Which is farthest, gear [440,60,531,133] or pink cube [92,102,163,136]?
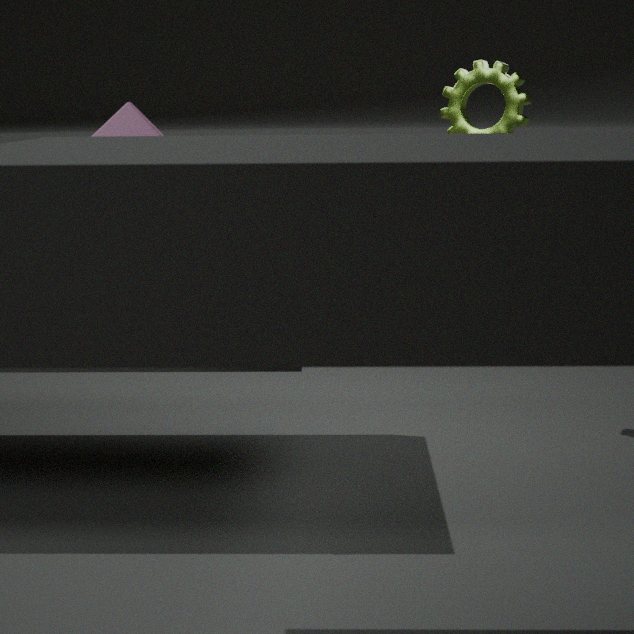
gear [440,60,531,133]
